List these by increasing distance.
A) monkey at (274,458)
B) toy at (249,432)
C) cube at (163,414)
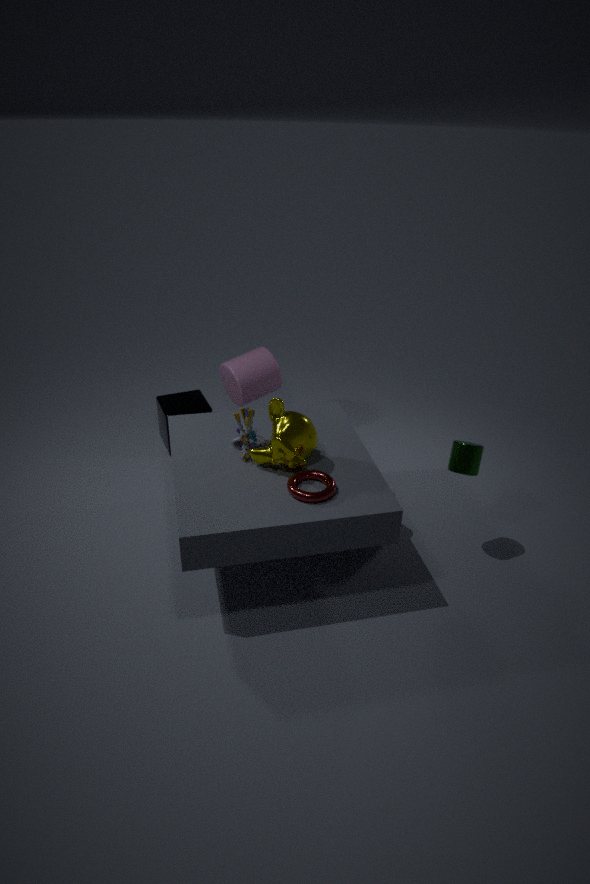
monkey at (274,458) → toy at (249,432) → cube at (163,414)
